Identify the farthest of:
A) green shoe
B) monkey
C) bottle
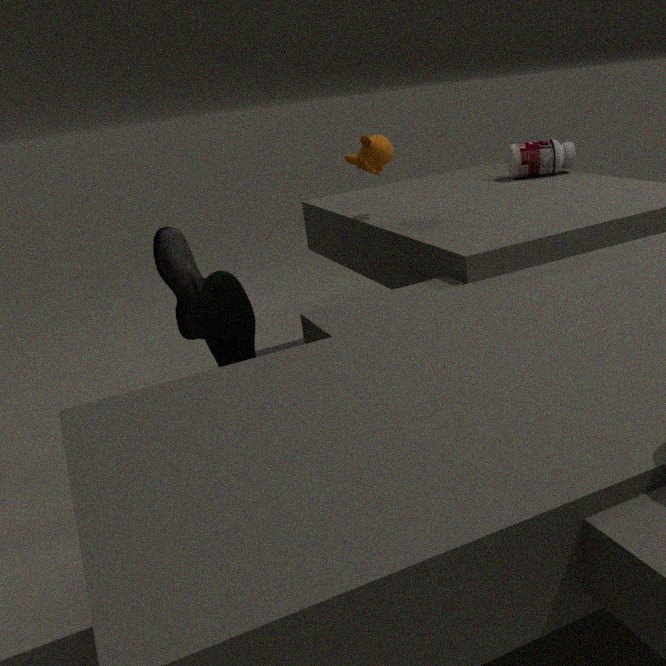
bottle
